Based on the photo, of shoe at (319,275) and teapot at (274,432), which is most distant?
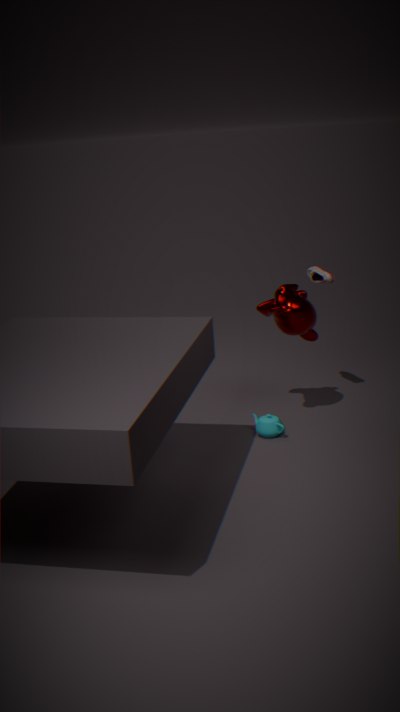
shoe at (319,275)
